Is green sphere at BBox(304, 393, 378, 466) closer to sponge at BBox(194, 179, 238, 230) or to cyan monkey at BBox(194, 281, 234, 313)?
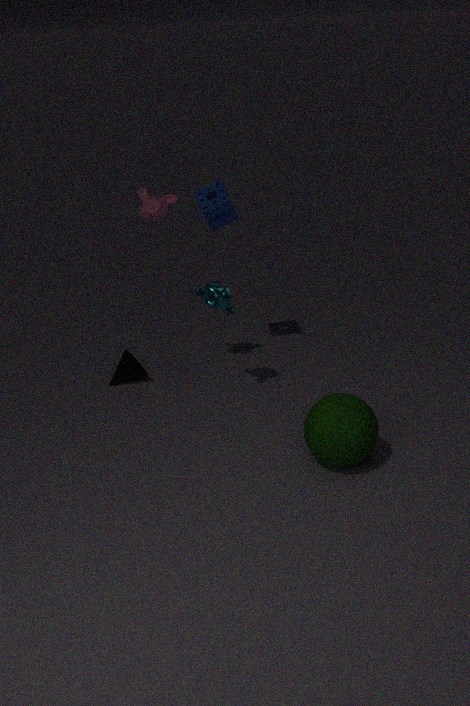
cyan monkey at BBox(194, 281, 234, 313)
